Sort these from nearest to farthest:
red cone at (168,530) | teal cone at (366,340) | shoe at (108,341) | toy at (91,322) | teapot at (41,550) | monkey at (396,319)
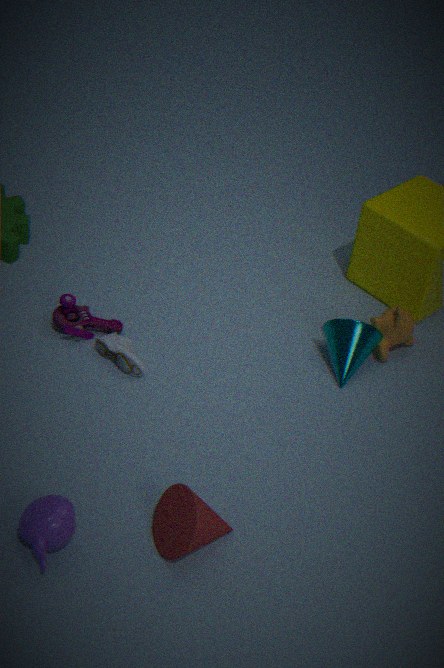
teapot at (41,550) → red cone at (168,530) → shoe at (108,341) → teal cone at (366,340) → toy at (91,322) → monkey at (396,319)
